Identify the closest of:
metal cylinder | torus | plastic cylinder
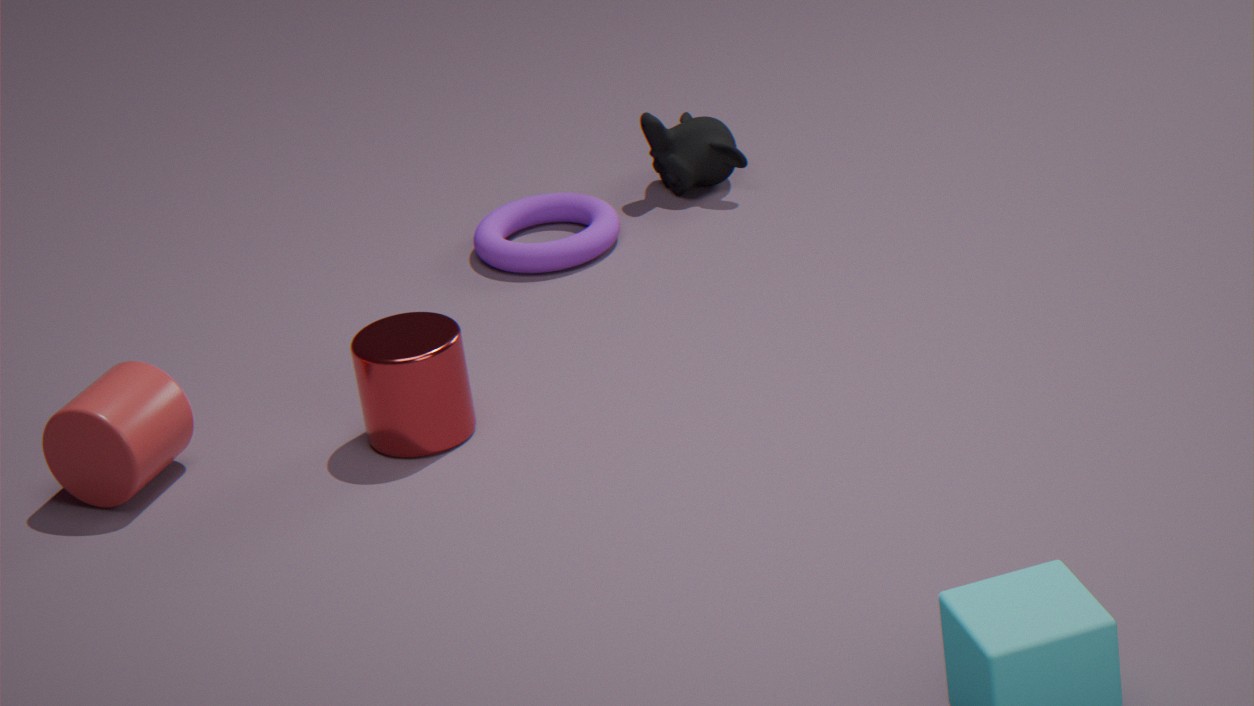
plastic cylinder
